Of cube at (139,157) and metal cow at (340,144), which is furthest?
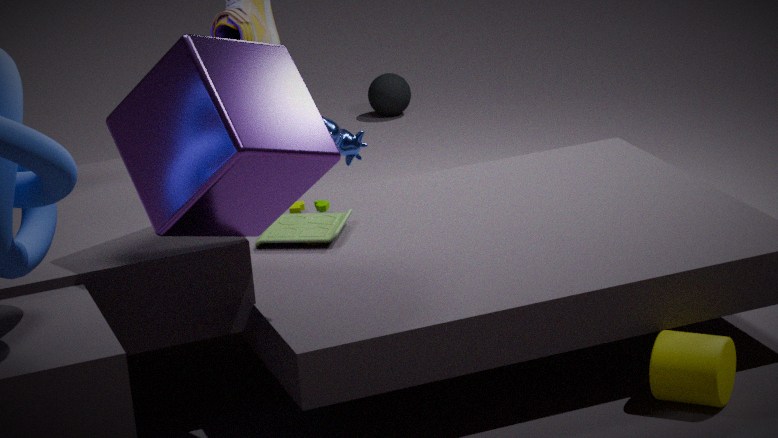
metal cow at (340,144)
